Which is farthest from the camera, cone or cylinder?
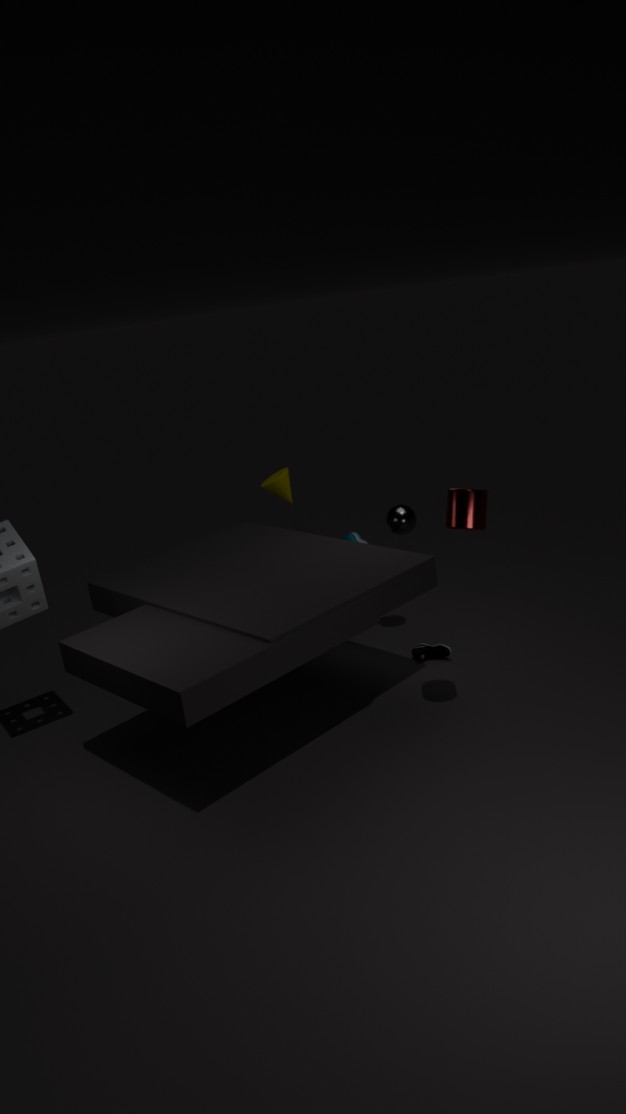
cone
